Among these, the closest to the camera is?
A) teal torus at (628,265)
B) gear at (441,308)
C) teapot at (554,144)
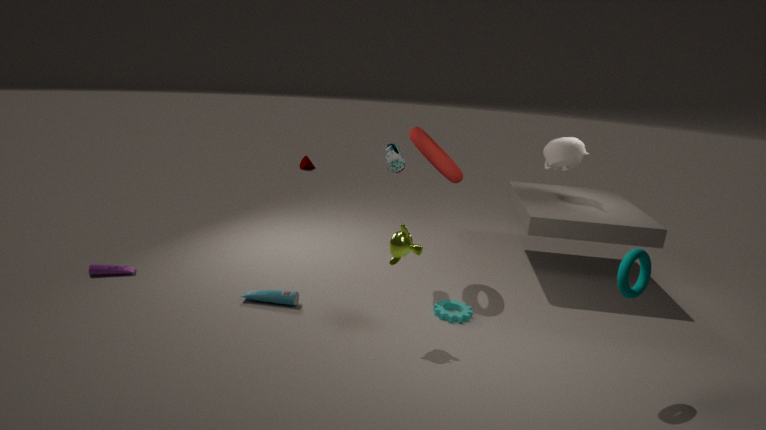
teal torus at (628,265)
